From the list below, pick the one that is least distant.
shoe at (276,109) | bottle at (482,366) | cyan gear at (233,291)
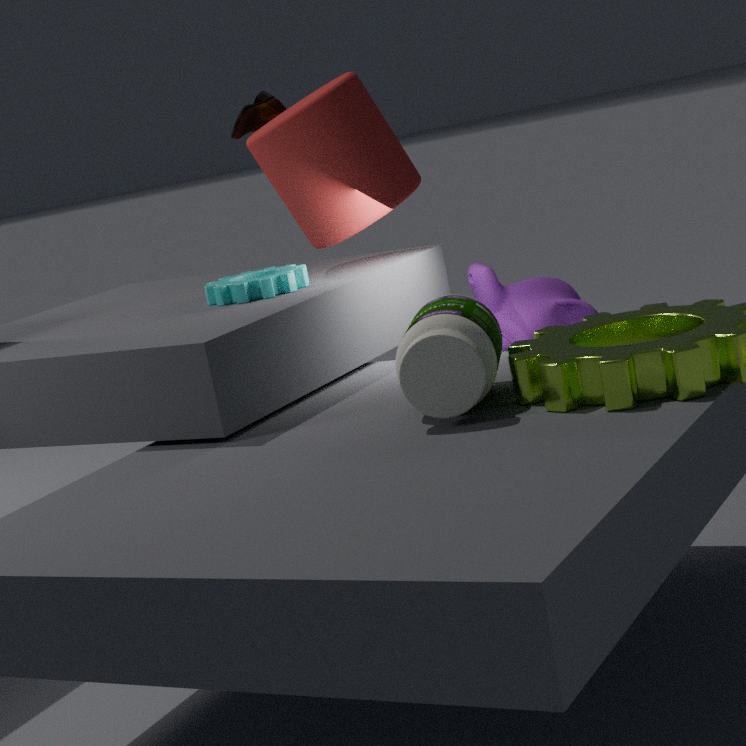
bottle at (482,366)
